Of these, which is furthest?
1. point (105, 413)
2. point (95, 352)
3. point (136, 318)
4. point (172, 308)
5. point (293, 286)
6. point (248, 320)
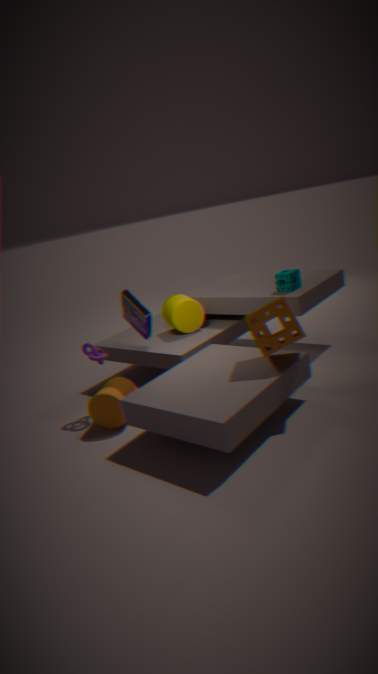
point (172, 308)
